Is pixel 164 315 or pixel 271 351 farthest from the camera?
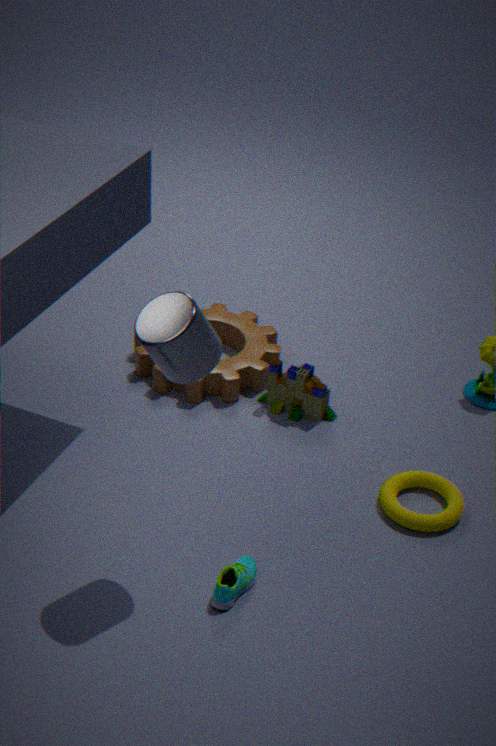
pixel 271 351
